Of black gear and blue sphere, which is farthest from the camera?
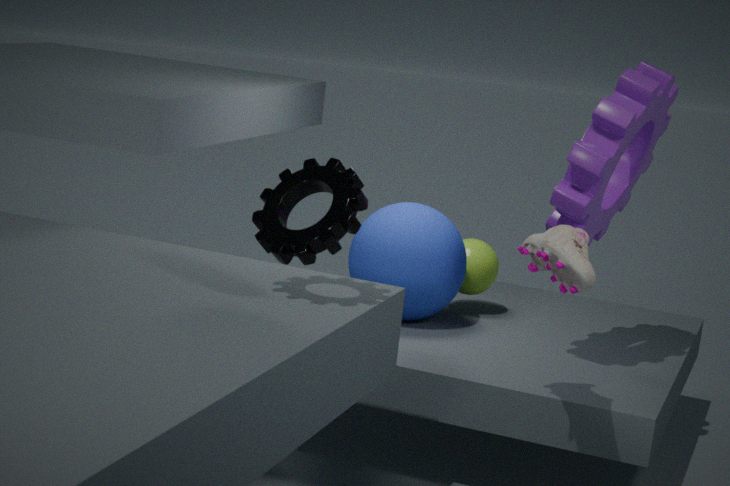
blue sphere
